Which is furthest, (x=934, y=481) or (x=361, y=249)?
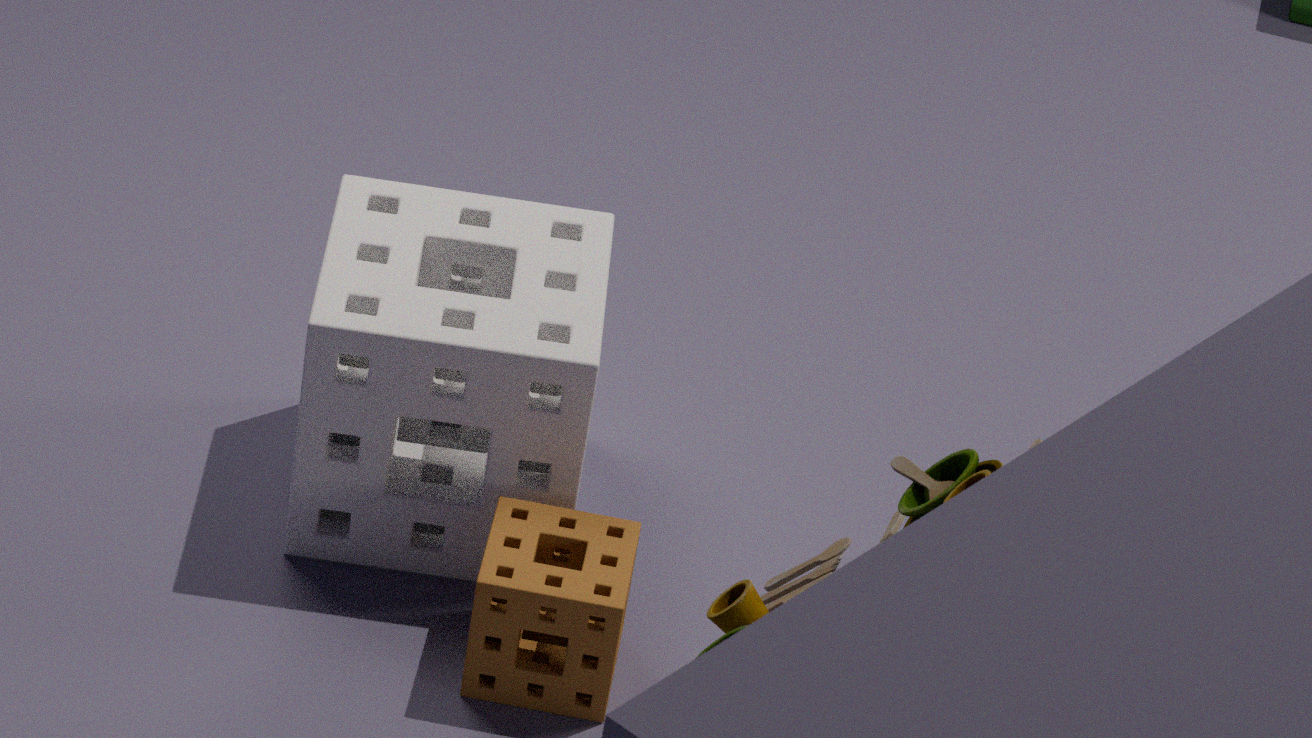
(x=361, y=249)
